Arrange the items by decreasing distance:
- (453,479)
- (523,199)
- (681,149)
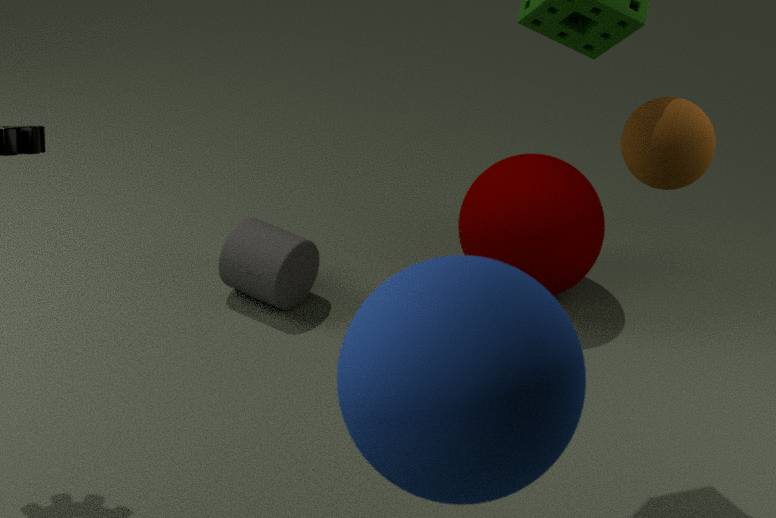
(523,199) < (681,149) < (453,479)
